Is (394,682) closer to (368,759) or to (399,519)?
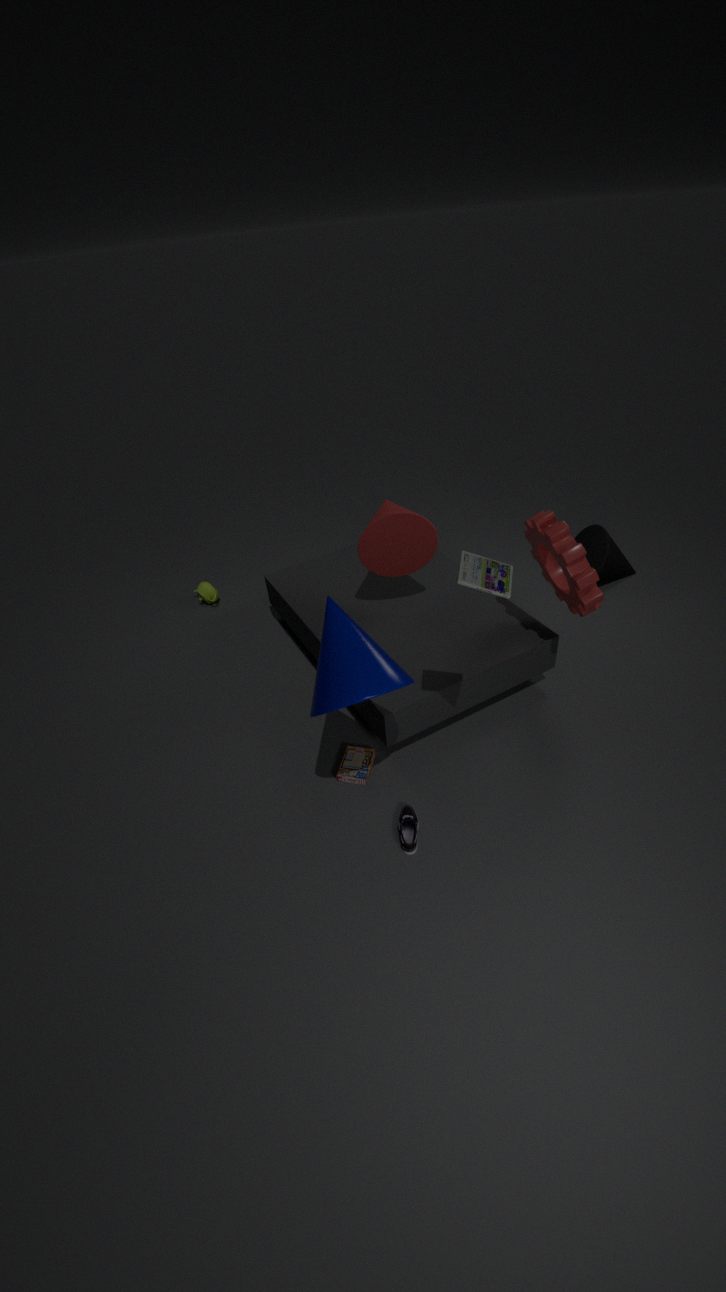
(368,759)
